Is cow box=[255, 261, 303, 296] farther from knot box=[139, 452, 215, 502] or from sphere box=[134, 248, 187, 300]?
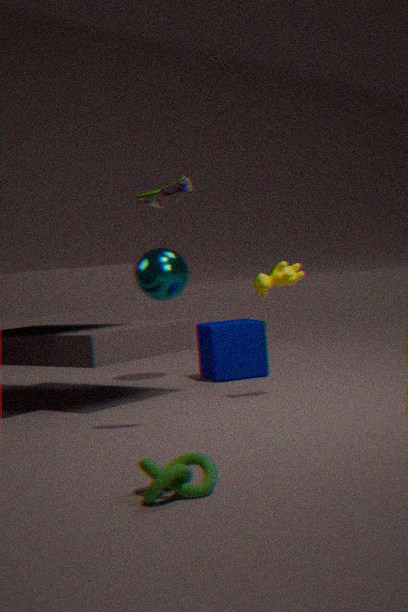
knot box=[139, 452, 215, 502]
